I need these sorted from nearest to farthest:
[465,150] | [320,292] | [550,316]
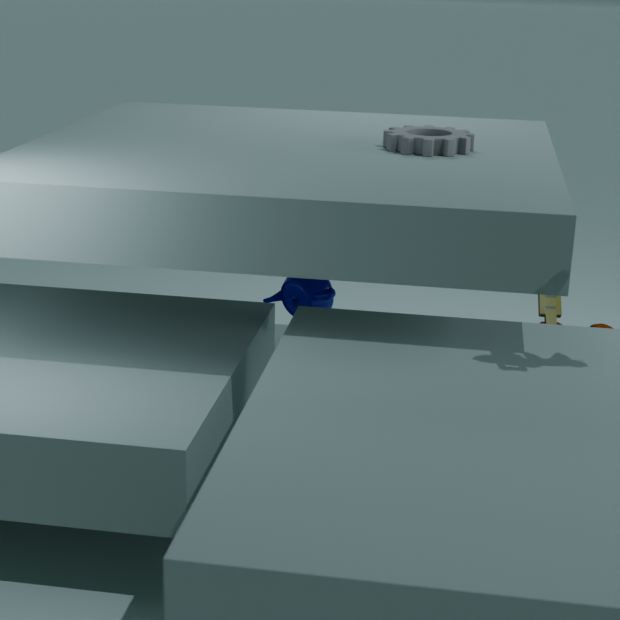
[320,292] → [465,150] → [550,316]
